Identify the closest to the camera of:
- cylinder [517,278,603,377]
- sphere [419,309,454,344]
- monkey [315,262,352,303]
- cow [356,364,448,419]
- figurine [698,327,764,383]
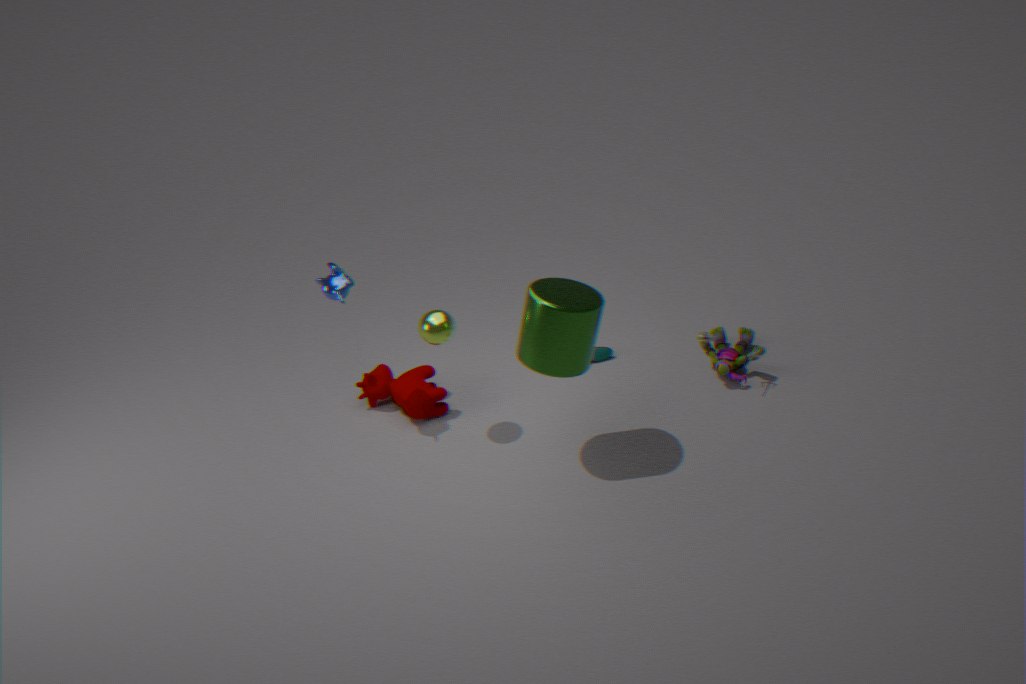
cylinder [517,278,603,377]
